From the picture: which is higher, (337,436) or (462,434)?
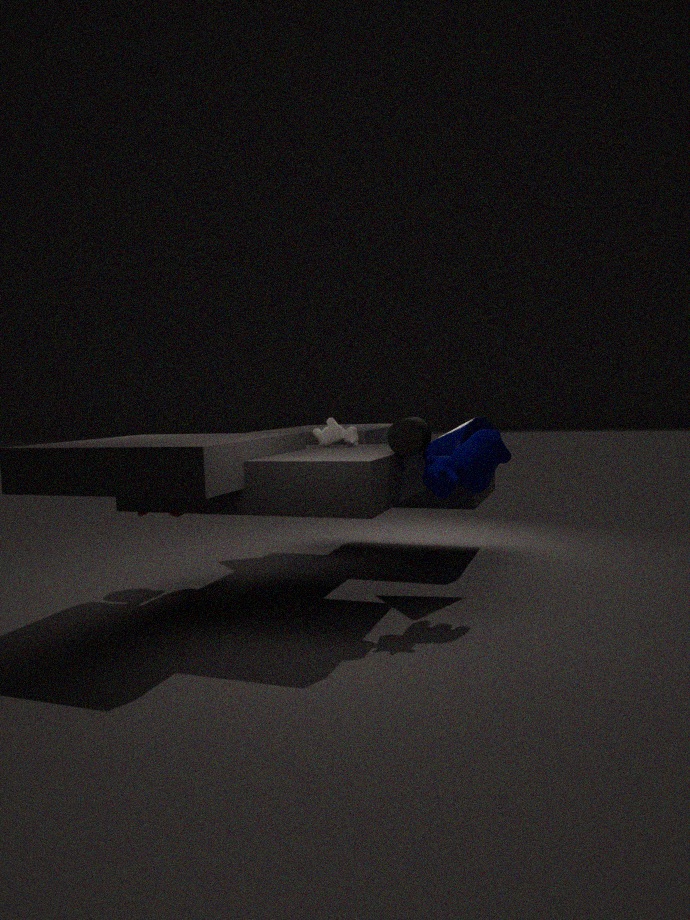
(337,436)
